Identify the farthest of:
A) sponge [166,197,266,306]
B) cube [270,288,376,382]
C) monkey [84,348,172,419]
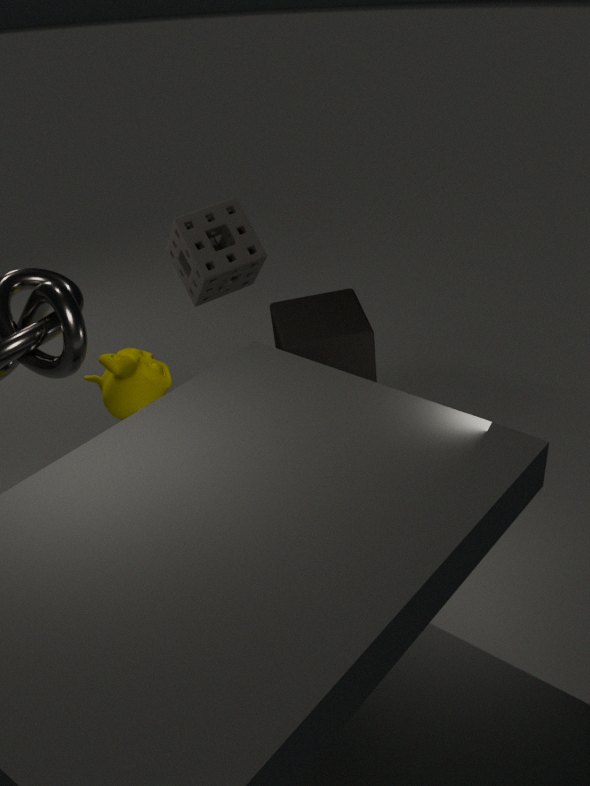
sponge [166,197,266,306]
